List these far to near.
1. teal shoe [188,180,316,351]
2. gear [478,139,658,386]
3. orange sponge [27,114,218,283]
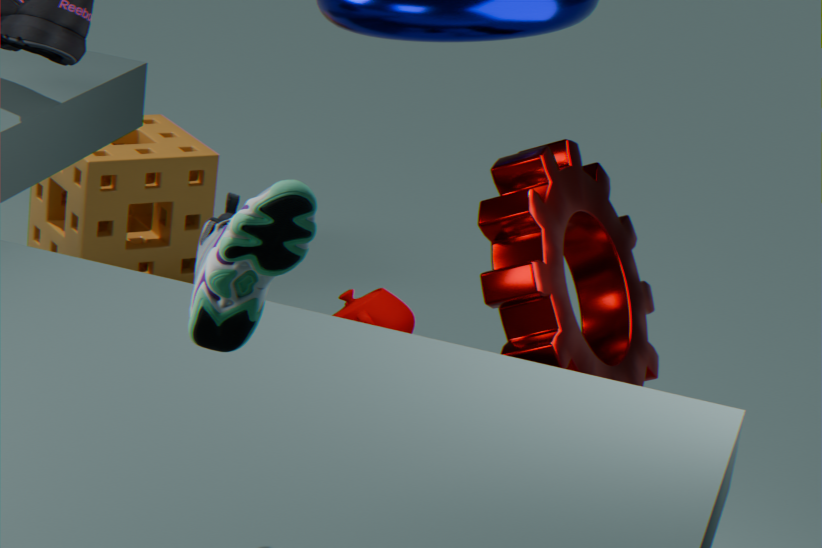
orange sponge [27,114,218,283] → gear [478,139,658,386] → teal shoe [188,180,316,351]
